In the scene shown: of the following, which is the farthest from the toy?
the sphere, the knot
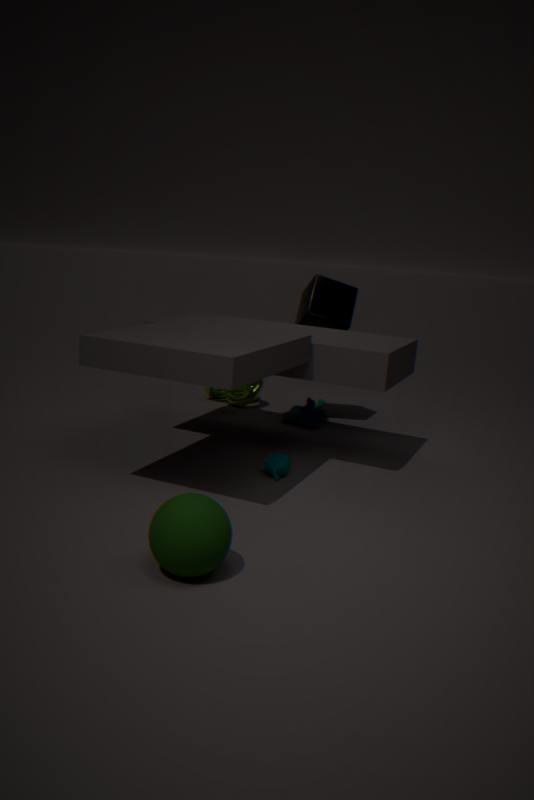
the sphere
